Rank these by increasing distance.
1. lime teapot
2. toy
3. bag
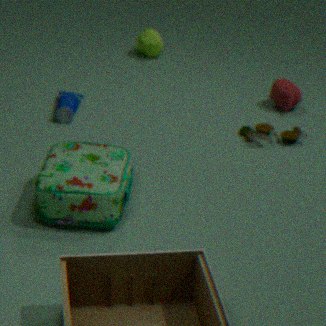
1. bag
2. toy
3. lime teapot
